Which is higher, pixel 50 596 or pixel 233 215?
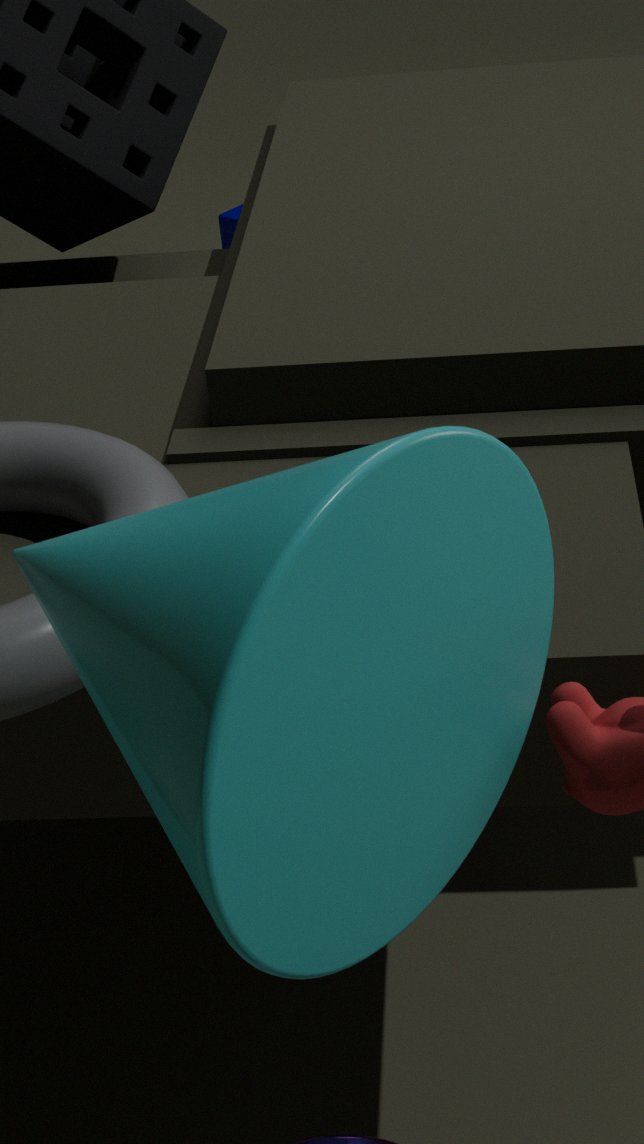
pixel 50 596
